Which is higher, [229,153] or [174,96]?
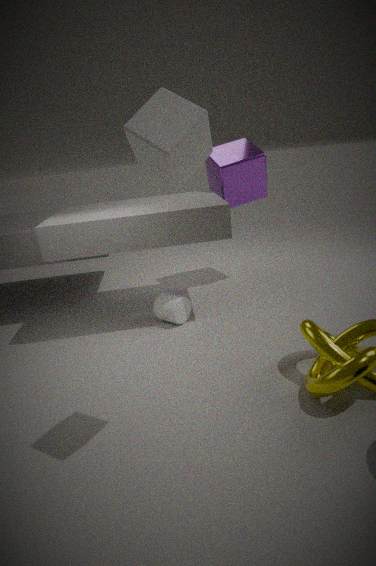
[174,96]
